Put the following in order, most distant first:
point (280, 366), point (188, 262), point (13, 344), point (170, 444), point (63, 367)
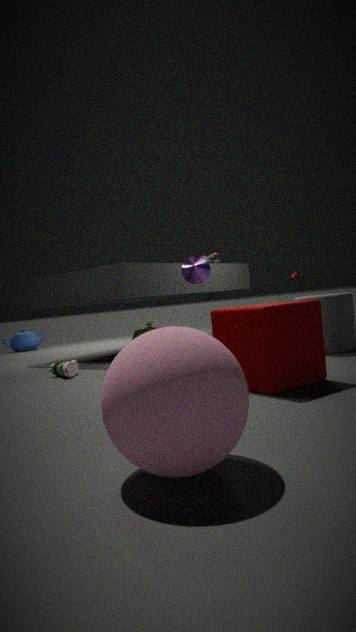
point (13, 344), point (188, 262), point (63, 367), point (280, 366), point (170, 444)
